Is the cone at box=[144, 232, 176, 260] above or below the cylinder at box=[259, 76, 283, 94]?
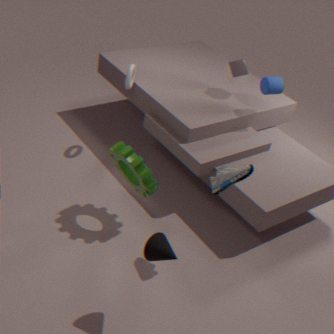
below
